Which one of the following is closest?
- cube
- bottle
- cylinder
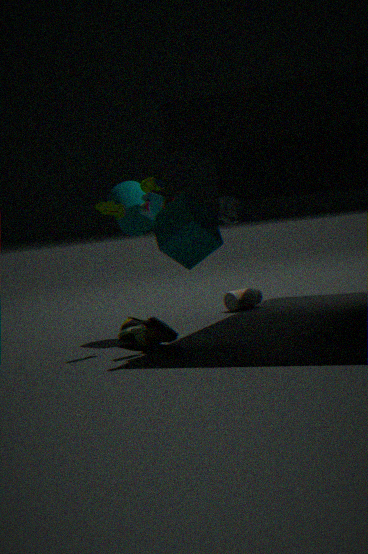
cube
